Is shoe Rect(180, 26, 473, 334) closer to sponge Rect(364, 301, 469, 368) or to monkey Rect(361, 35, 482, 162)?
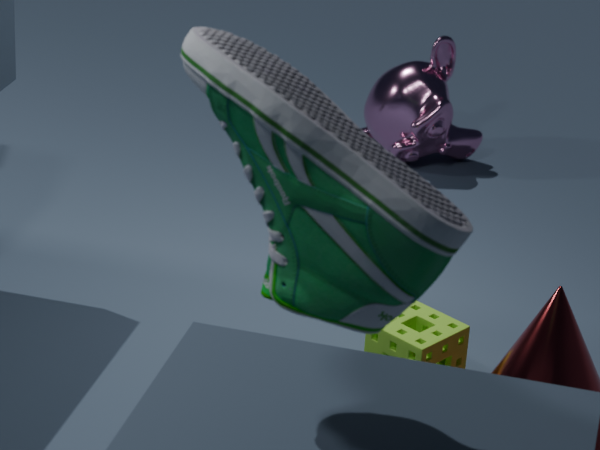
sponge Rect(364, 301, 469, 368)
